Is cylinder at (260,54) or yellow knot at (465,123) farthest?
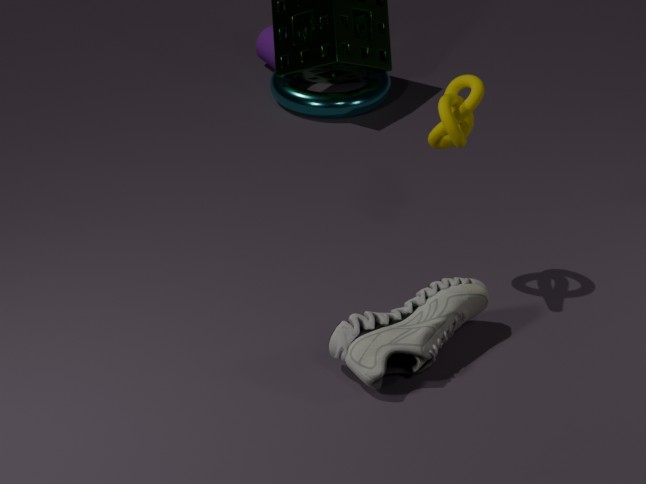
cylinder at (260,54)
